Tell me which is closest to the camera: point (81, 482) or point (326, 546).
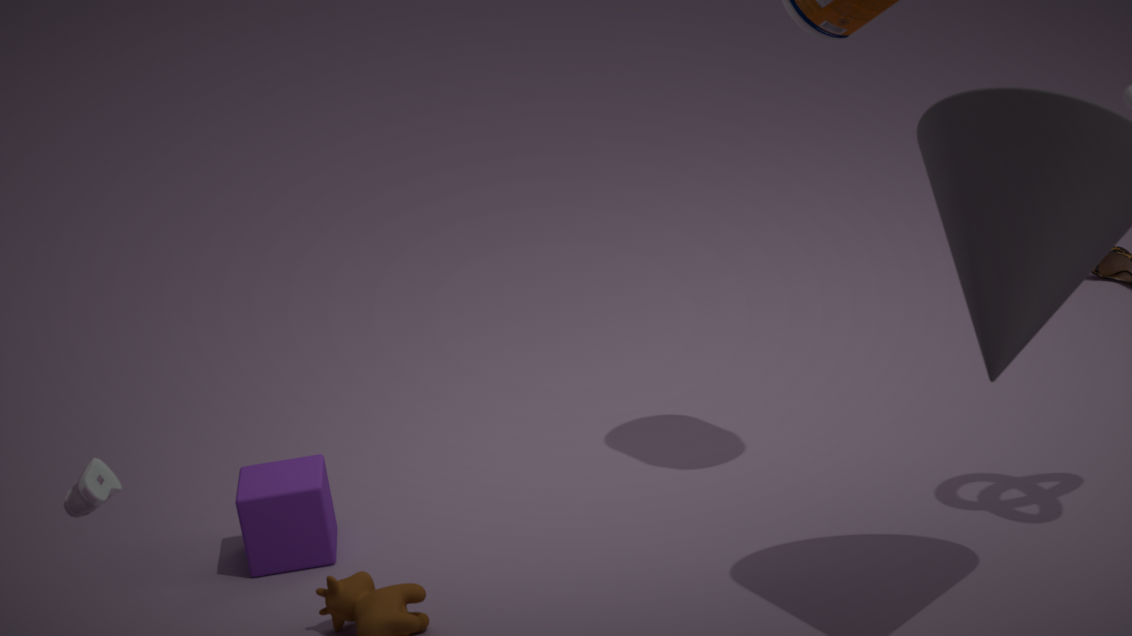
point (81, 482)
